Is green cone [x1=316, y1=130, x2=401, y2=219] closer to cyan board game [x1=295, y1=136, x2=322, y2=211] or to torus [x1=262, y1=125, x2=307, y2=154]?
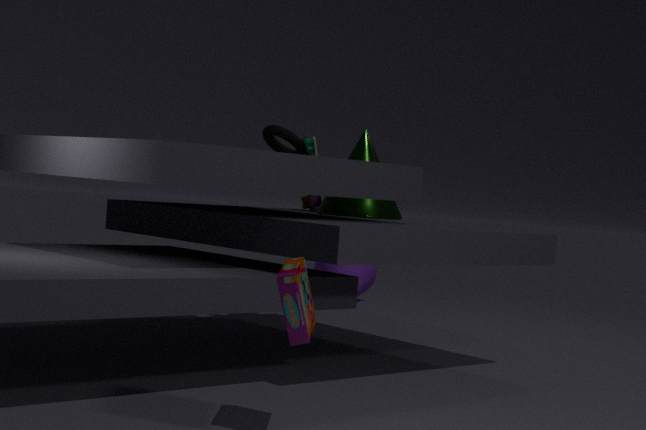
cyan board game [x1=295, y1=136, x2=322, y2=211]
